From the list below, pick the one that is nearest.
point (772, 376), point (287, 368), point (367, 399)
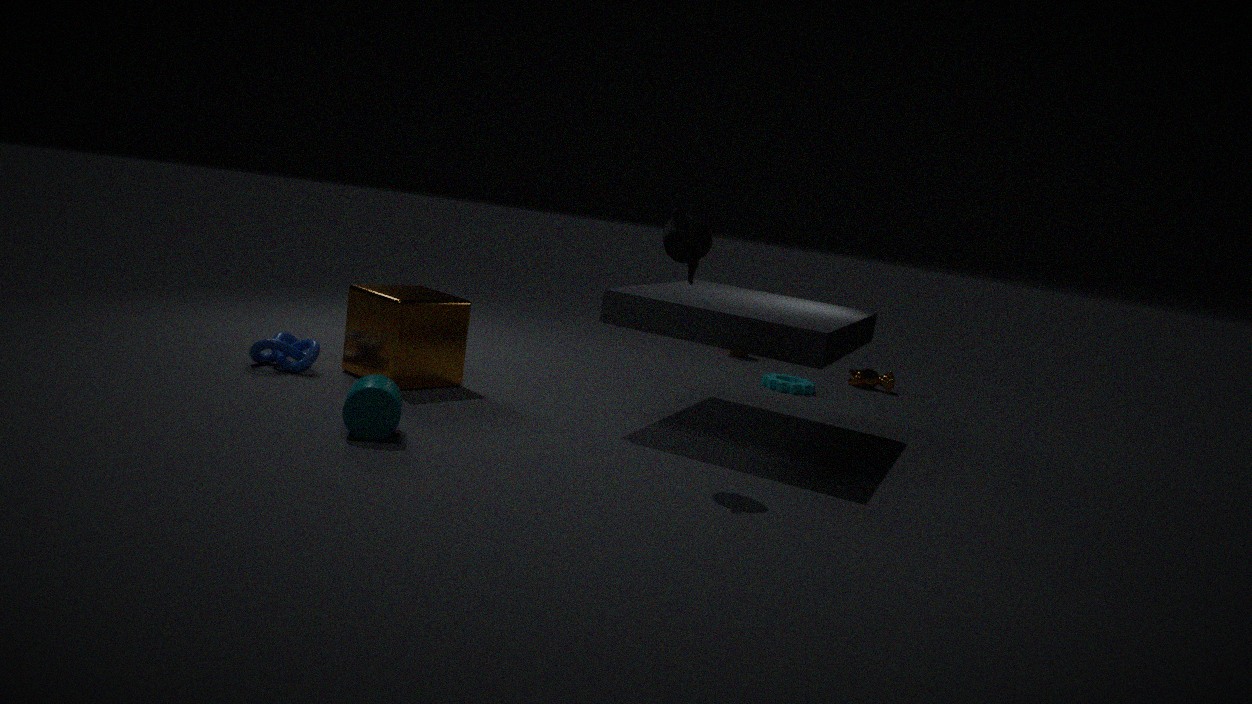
point (367, 399)
